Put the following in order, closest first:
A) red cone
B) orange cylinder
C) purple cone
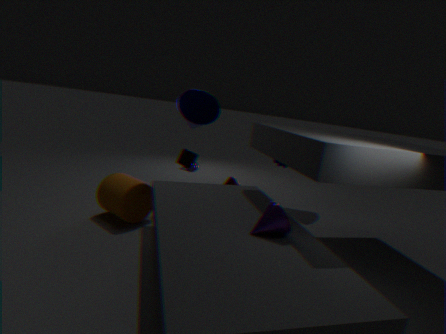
purple cone < orange cylinder < red cone
